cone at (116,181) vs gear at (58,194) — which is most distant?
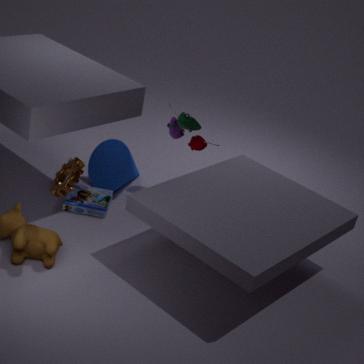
cone at (116,181)
